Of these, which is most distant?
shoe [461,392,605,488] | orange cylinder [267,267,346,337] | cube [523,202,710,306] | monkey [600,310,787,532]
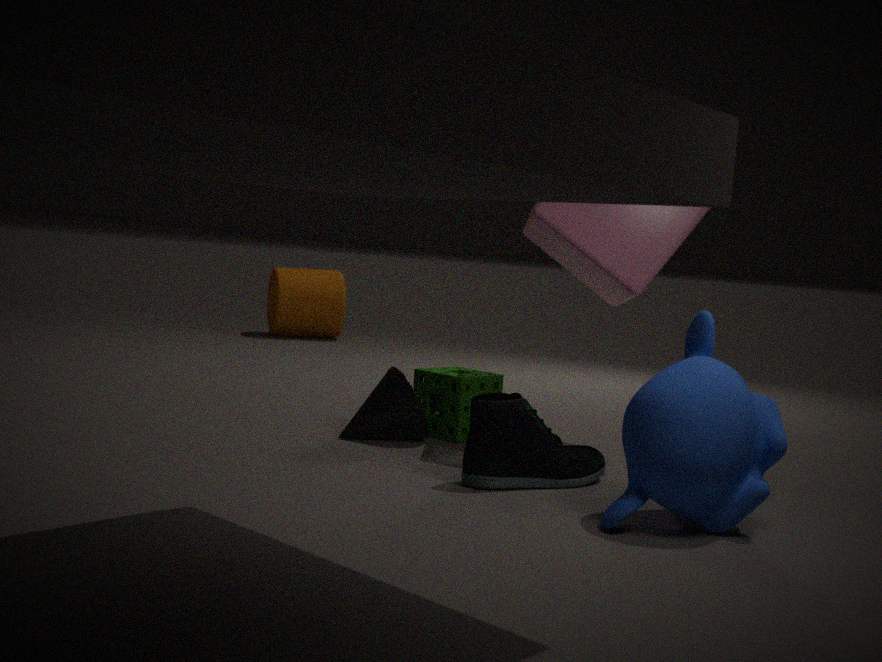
orange cylinder [267,267,346,337]
